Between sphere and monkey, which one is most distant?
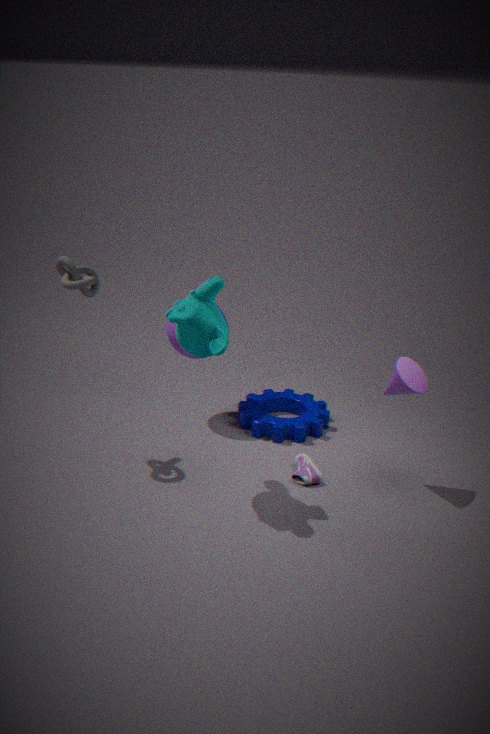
sphere
